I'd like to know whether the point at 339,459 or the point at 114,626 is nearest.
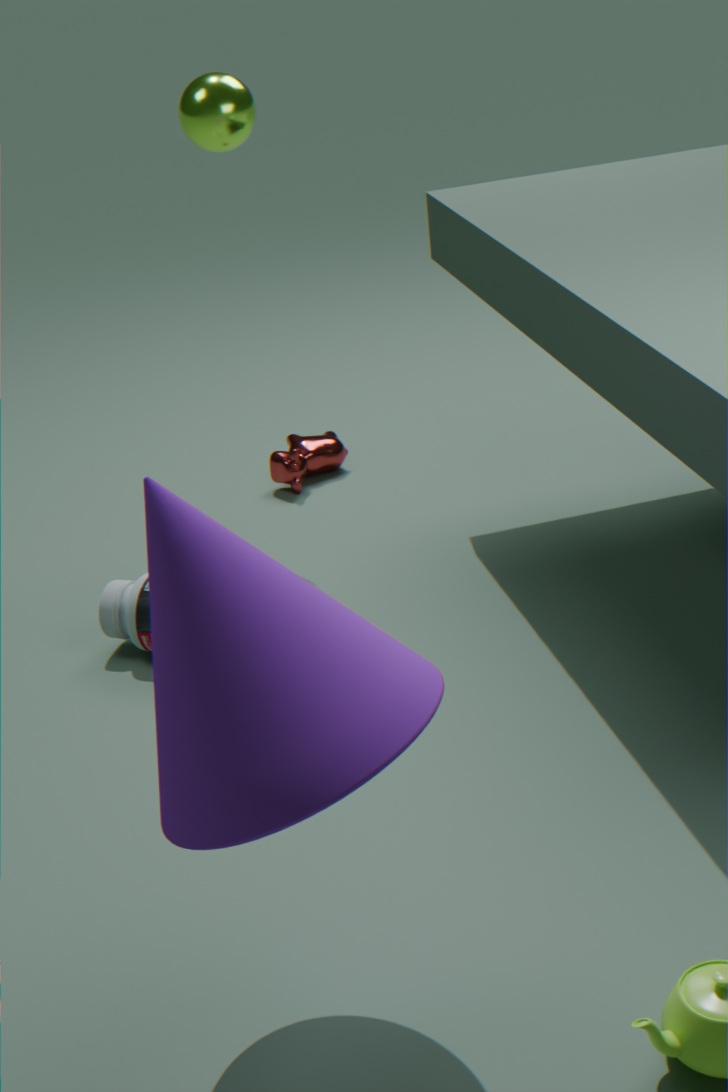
the point at 114,626
